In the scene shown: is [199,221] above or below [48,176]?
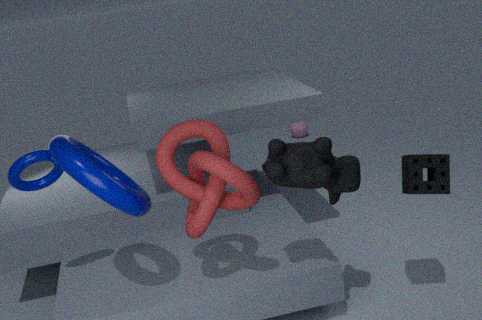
below
